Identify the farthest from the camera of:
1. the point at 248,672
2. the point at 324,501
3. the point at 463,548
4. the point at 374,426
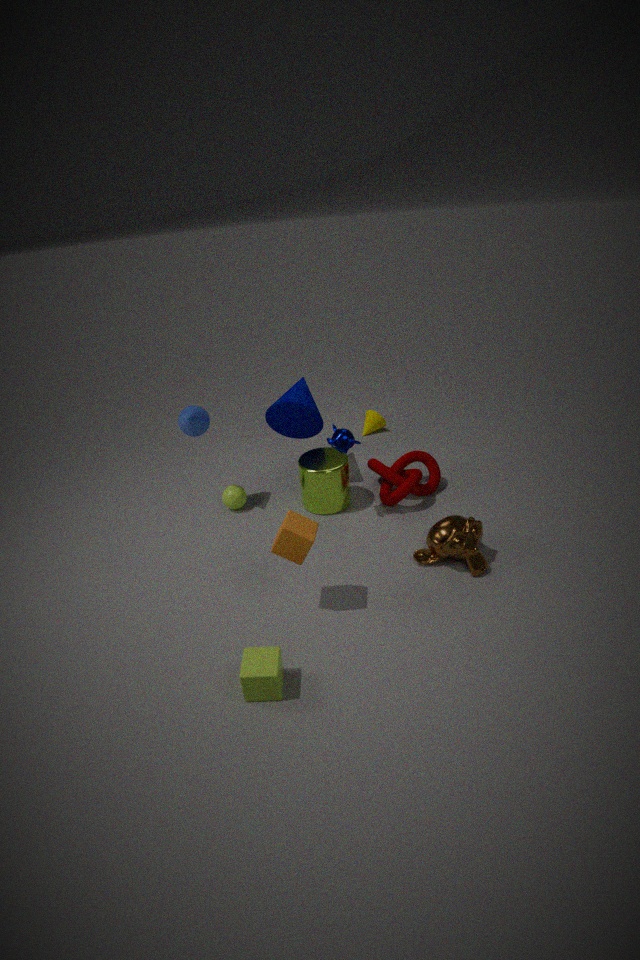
the point at 374,426
